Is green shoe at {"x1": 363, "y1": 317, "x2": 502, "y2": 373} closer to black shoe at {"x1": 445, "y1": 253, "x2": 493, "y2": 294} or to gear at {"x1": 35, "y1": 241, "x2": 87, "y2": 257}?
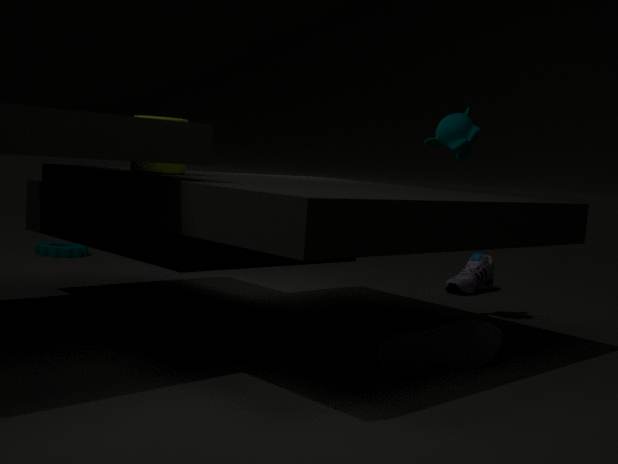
black shoe at {"x1": 445, "y1": 253, "x2": 493, "y2": 294}
